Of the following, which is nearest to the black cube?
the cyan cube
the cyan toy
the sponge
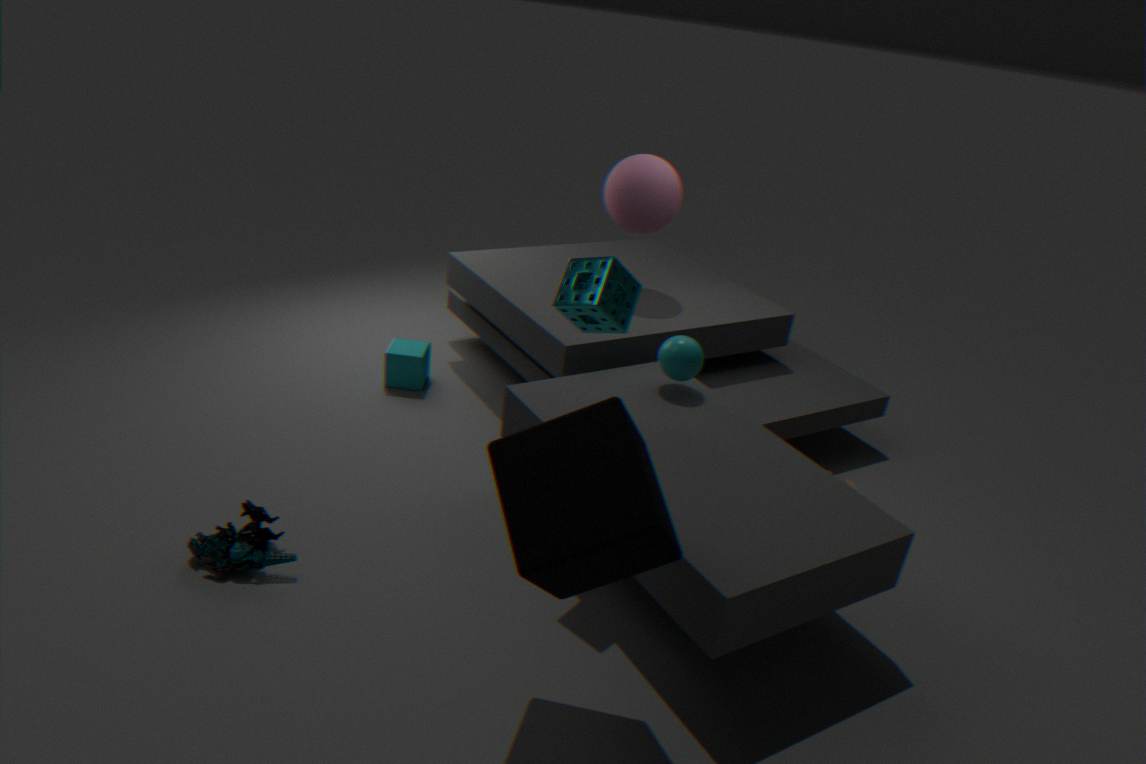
the sponge
